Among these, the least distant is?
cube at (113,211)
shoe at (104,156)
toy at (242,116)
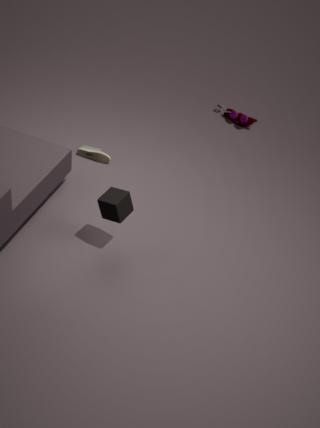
cube at (113,211)
